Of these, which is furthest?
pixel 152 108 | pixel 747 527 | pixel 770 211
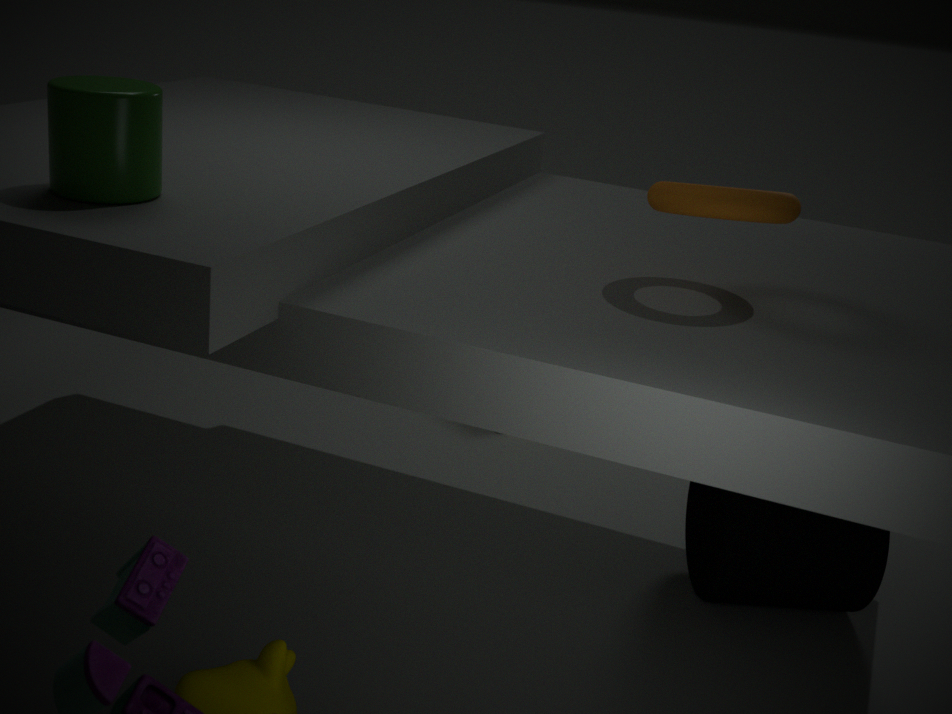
pixel 747 527
